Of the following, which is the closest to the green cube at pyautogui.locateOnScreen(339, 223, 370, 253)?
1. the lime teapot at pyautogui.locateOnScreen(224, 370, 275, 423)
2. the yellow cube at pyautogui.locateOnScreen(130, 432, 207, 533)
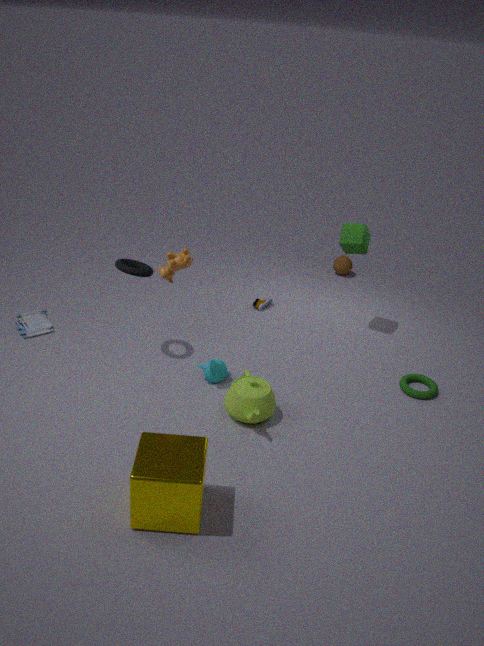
the lime teapot at pyautogui.locateOnScreen(224, 370, 275, 423)
